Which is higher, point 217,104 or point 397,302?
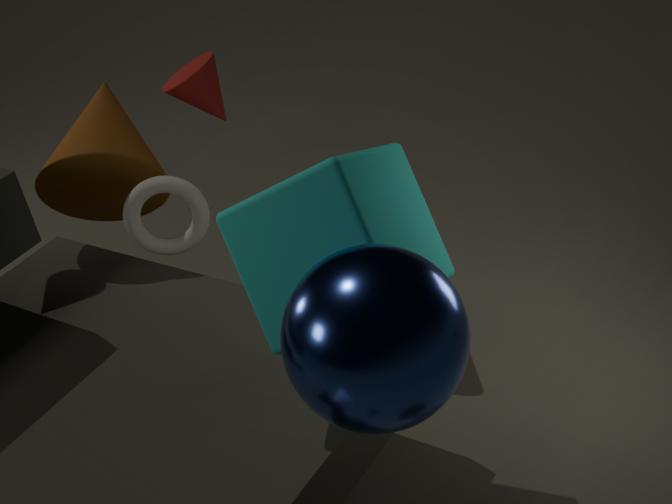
point 397,302
